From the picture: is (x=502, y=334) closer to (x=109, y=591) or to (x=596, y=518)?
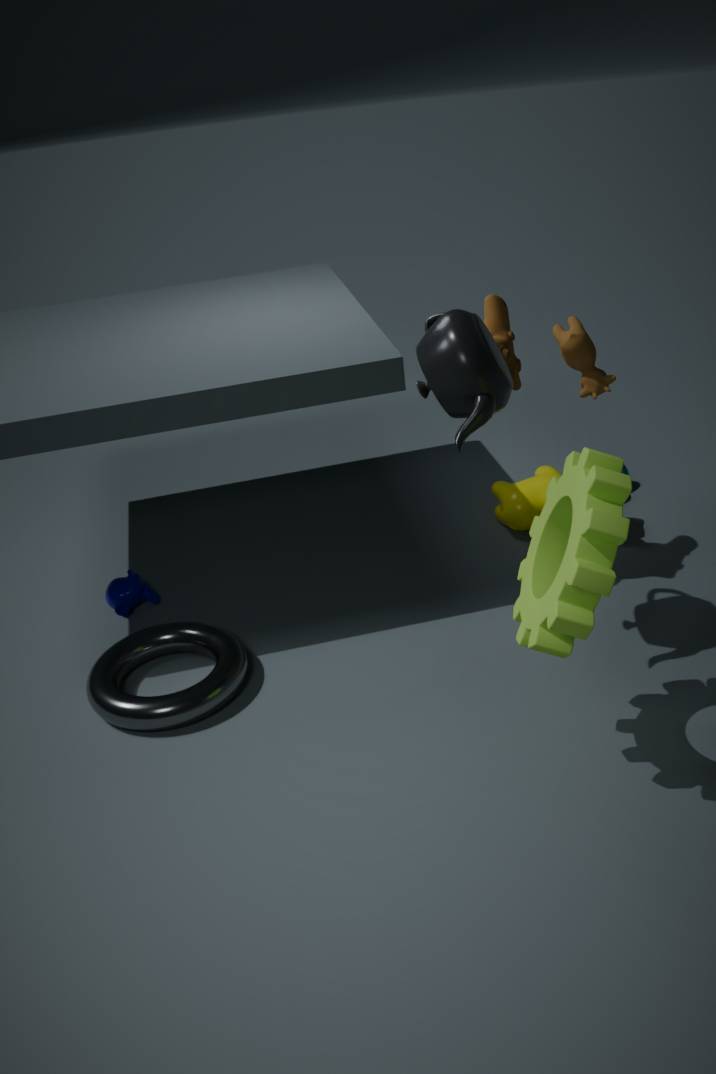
(x=596, y=518)
